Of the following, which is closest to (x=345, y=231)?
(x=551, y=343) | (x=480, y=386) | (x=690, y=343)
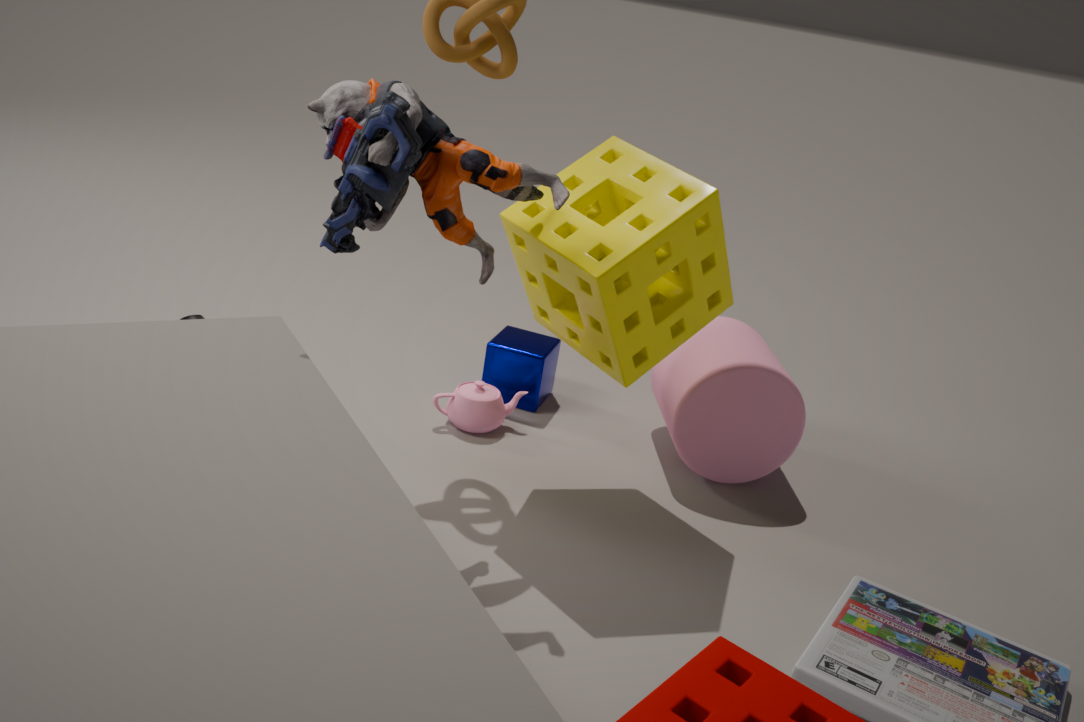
(x=480, y=386)
